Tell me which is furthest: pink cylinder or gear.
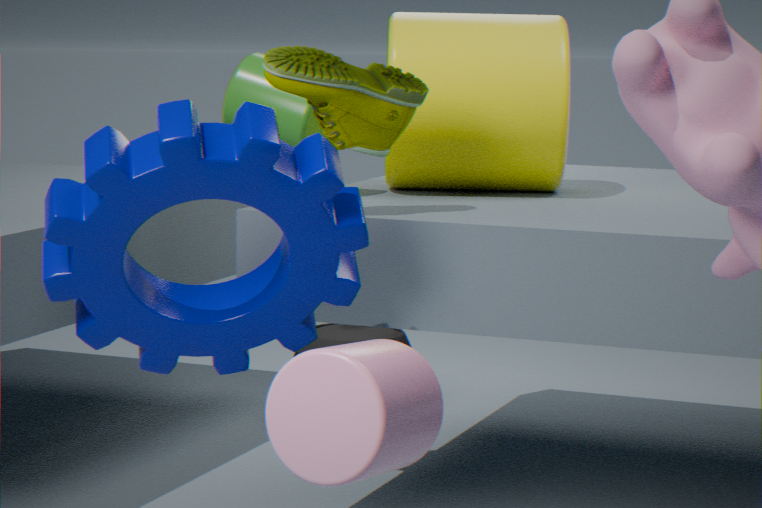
gear
